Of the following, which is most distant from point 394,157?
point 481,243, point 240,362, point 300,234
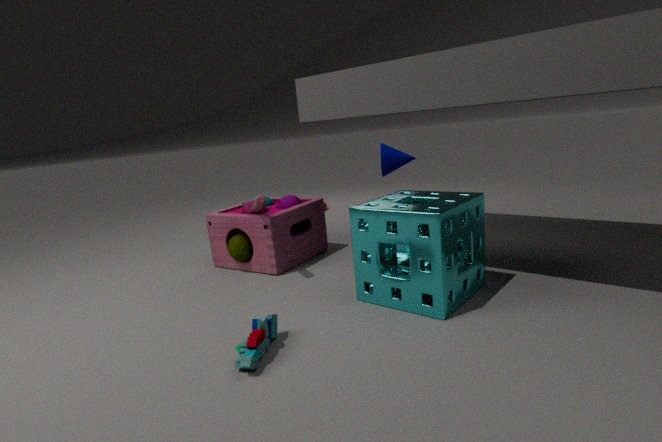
point 240,362
